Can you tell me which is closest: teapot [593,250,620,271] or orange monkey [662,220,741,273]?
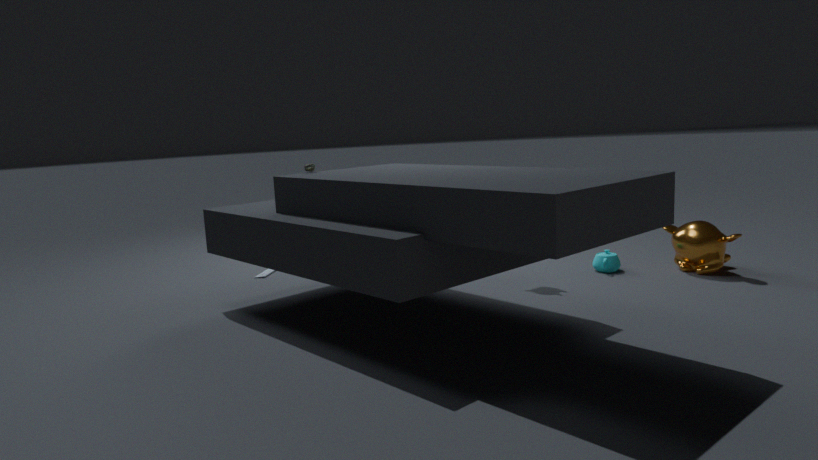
orange monkey [662,220,741,273]
